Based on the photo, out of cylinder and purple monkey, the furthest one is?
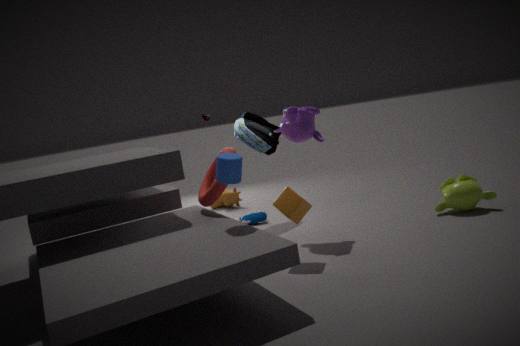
purple monkey
